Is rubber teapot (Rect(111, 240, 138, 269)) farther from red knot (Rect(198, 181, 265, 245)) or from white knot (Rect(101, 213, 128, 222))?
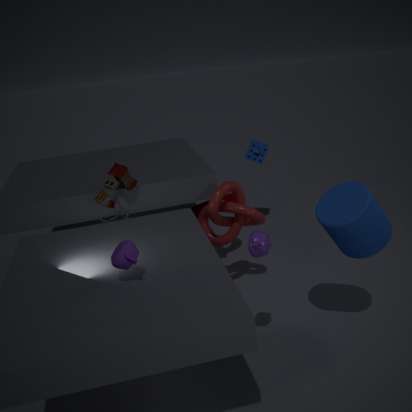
white knot (Rect(101, 213, 128, 222))
